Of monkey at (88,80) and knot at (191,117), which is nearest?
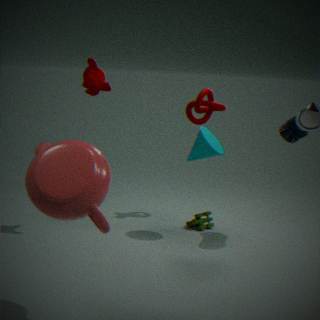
monkey at (88,80)
